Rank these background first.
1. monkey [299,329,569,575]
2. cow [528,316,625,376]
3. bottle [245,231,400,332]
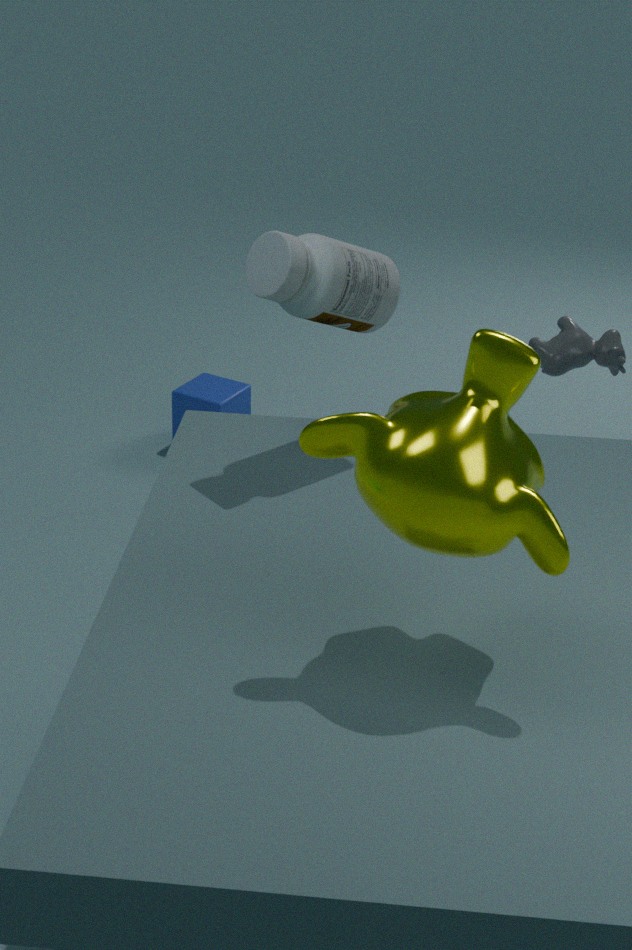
1. cow [528,316,625,376]
2. bottle [245,231,400,332]
3. monkey [299,329,569,575]
